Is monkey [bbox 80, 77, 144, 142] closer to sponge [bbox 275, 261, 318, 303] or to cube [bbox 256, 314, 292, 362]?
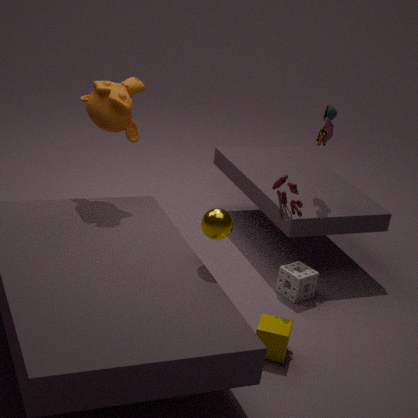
sponge [bbox 275, 261, 318, 303]
